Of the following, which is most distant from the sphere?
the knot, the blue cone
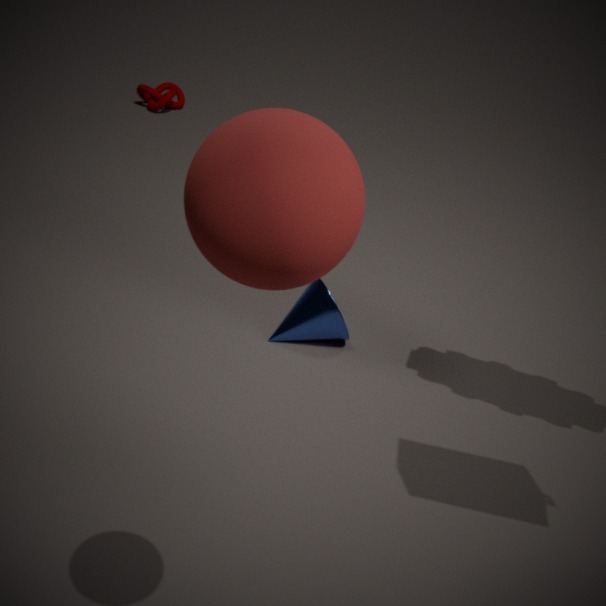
the knot
